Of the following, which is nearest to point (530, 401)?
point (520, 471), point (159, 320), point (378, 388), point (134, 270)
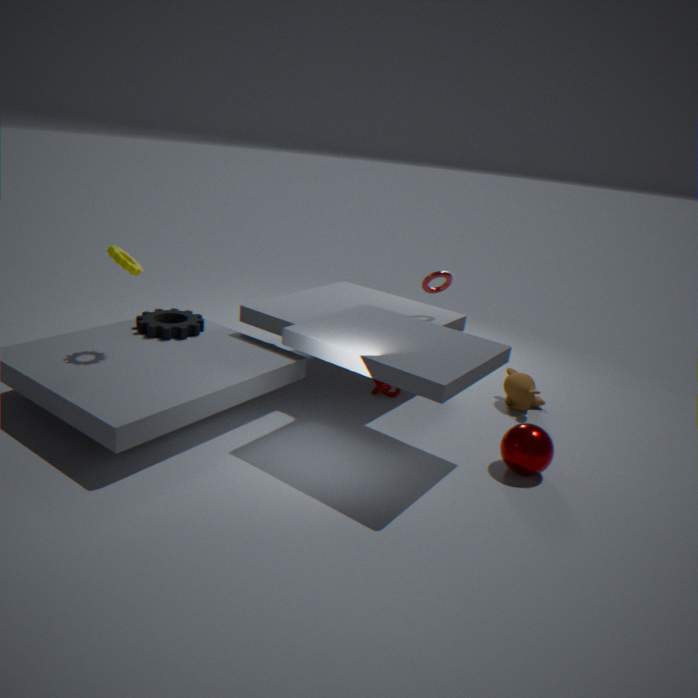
point (520, 471)
